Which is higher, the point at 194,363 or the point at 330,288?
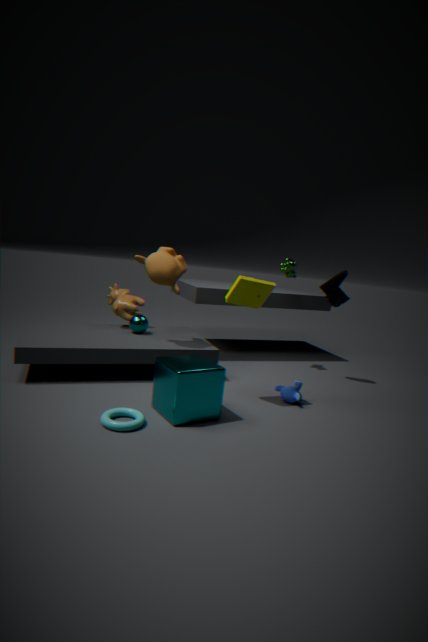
the point at 330,288
